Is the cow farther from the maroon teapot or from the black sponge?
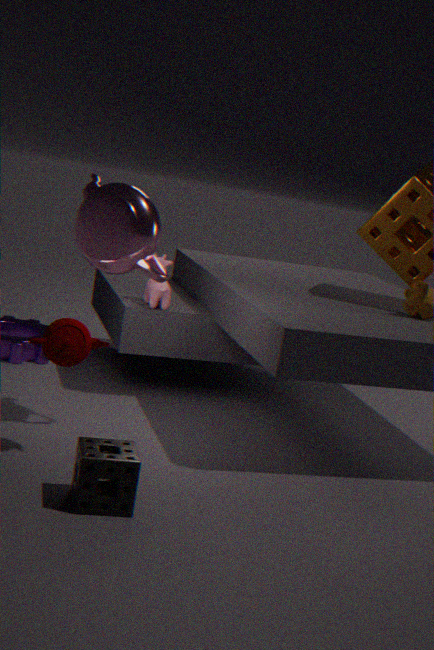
the black sponge
